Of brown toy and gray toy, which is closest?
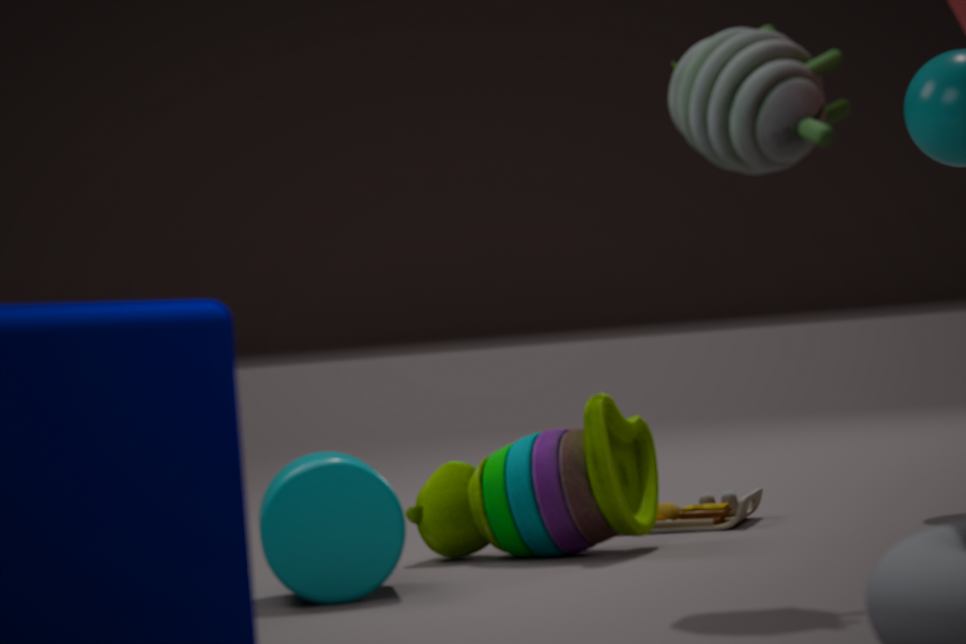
gray toy
